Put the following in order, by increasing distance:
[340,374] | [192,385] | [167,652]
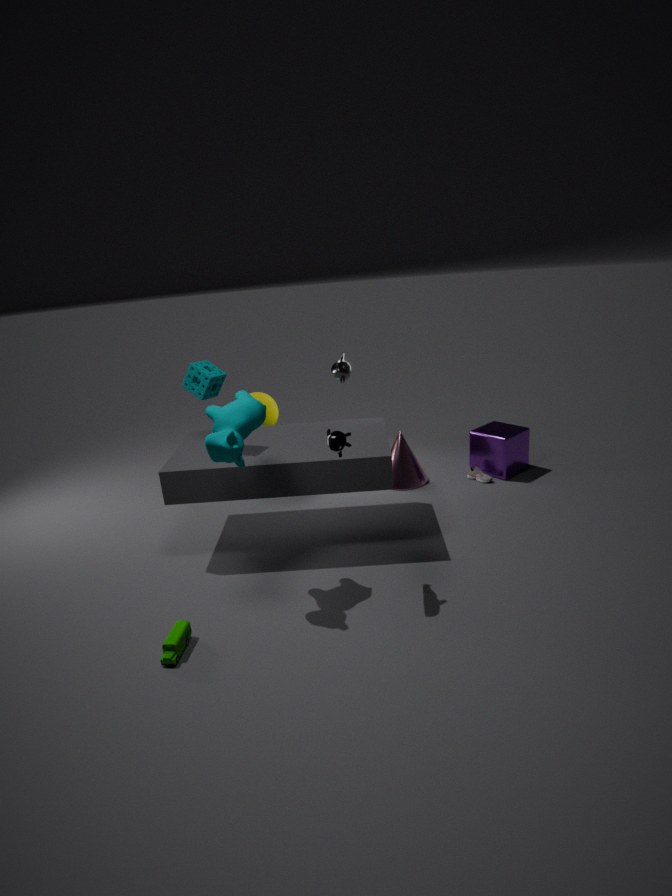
[167,652] < [192,385] < [340,374]
